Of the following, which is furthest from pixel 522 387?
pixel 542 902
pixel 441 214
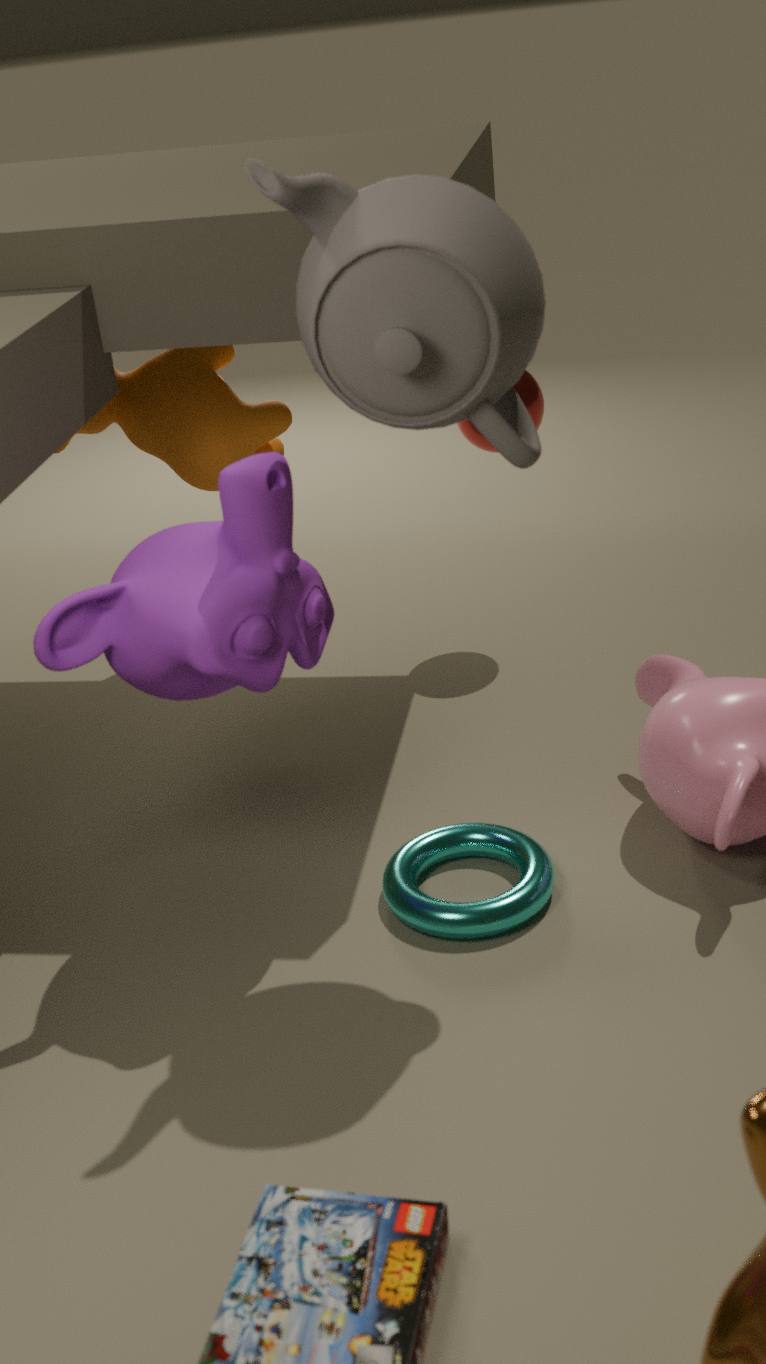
pixel 542 902
